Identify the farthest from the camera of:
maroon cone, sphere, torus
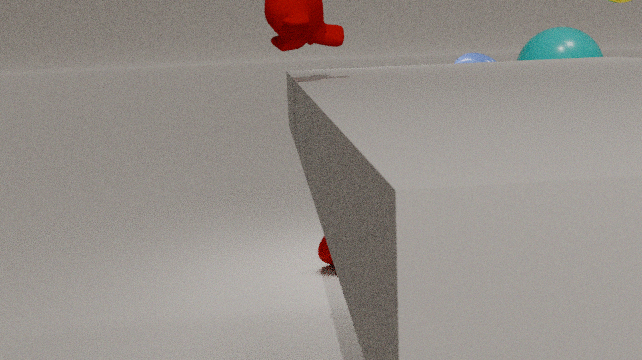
sphere
